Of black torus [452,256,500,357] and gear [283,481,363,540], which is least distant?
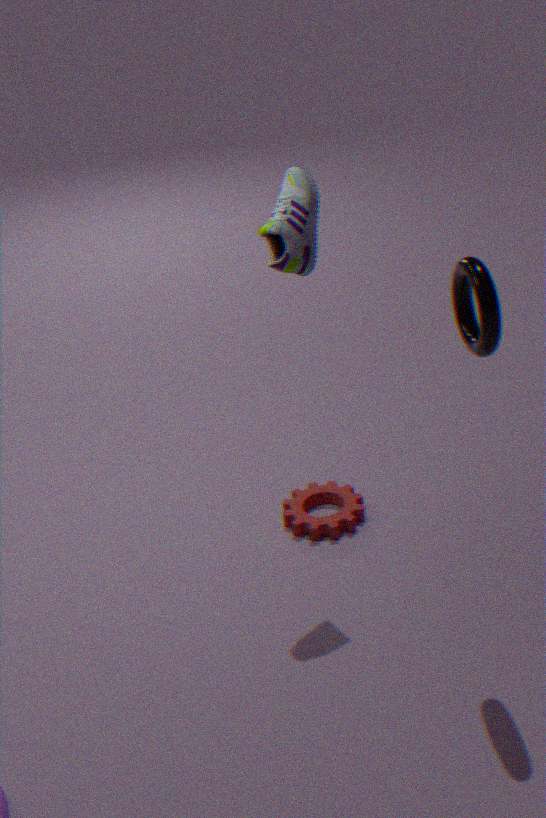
black torus [452,256,500,357]
